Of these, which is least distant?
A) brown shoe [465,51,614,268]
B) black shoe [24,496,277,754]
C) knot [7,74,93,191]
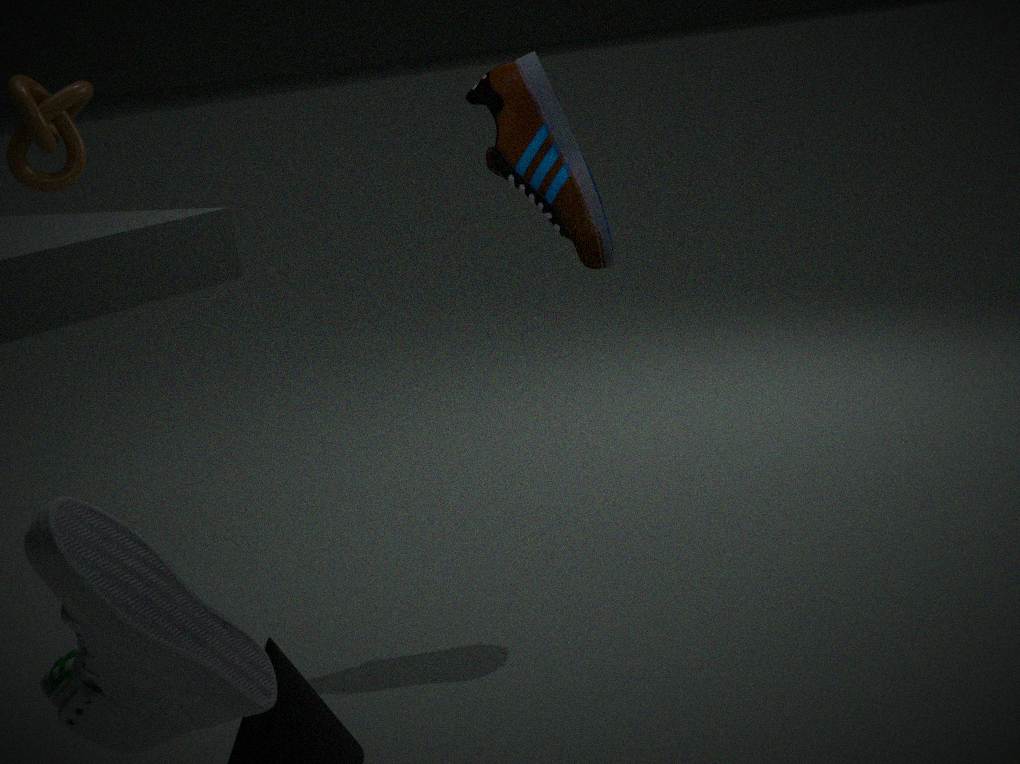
black shoe [24,496,277,754]
